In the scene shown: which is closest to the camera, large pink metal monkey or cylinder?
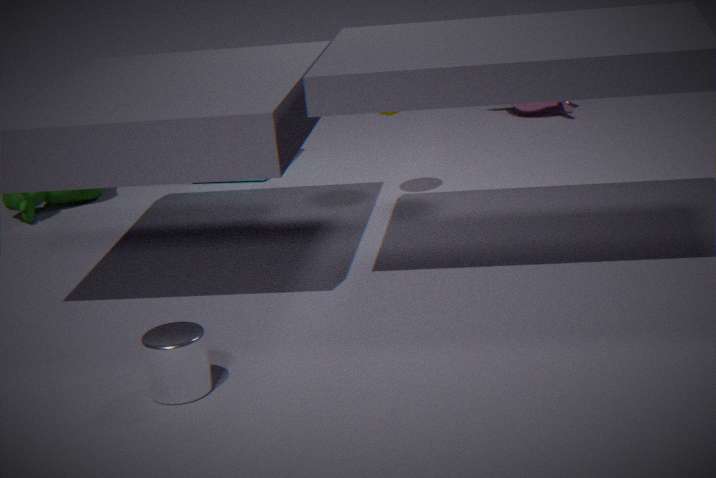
cylinder
